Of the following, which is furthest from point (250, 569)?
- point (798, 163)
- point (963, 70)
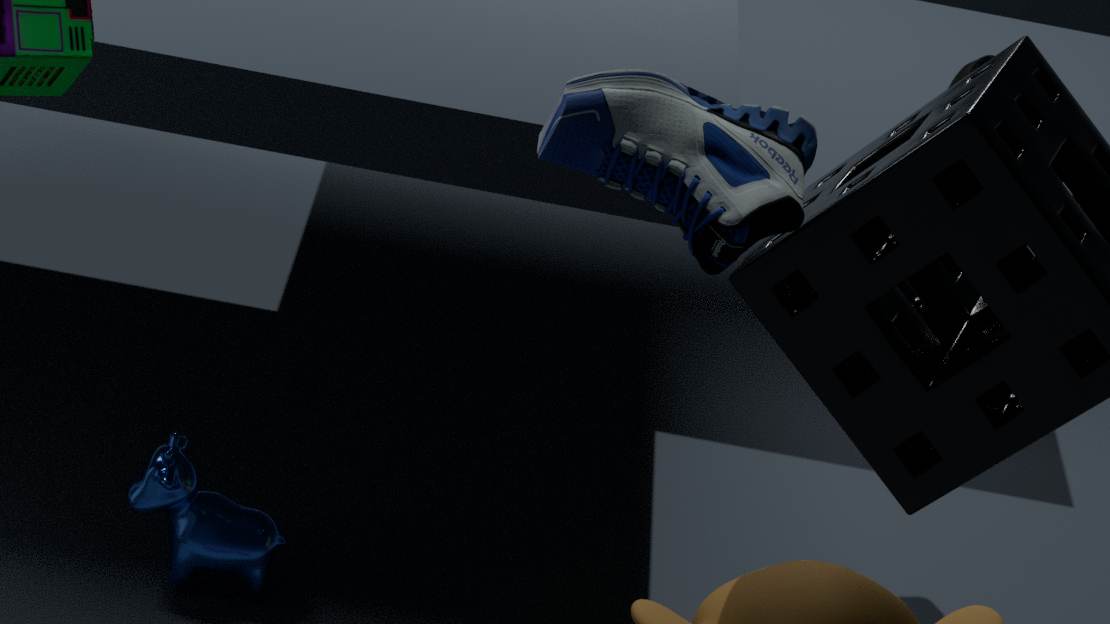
point (963, 70)
